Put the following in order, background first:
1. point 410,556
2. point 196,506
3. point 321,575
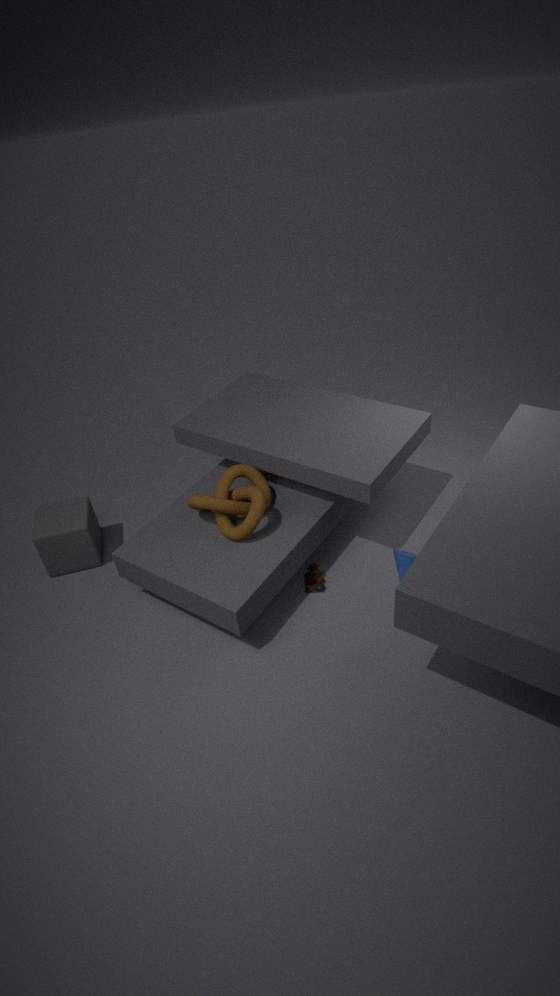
1. point 321,575
2. point 196,506
3. point 410,556
